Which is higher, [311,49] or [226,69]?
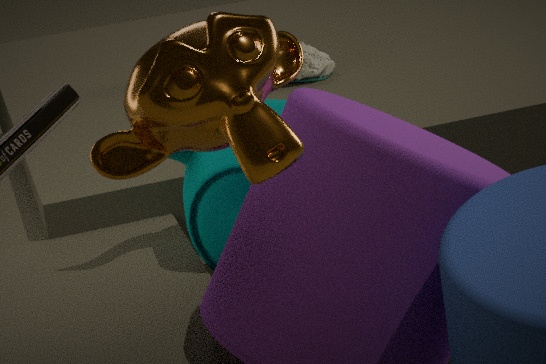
[226,69]
